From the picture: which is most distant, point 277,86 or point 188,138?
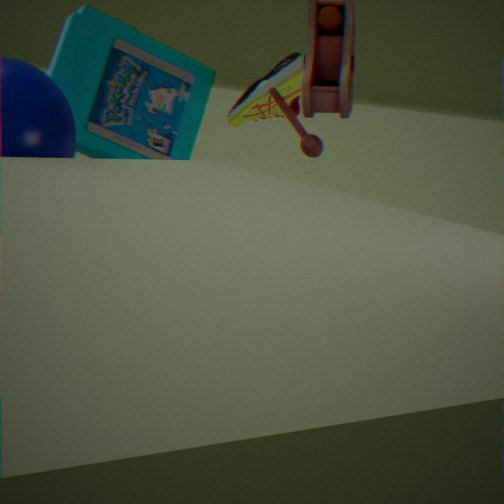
point 277,86
